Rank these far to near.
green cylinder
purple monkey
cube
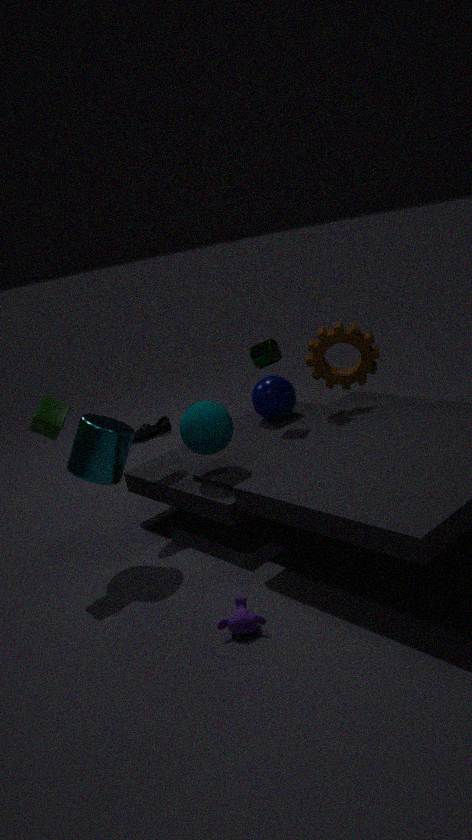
green cylinder
cube
purple monkey
